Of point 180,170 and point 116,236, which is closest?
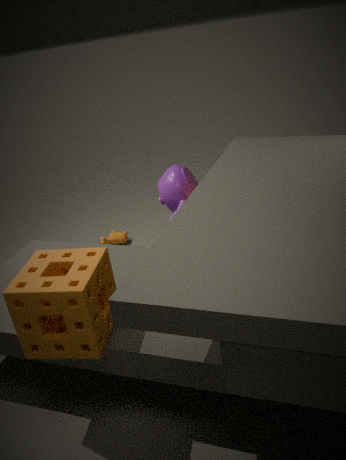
point 180,170
